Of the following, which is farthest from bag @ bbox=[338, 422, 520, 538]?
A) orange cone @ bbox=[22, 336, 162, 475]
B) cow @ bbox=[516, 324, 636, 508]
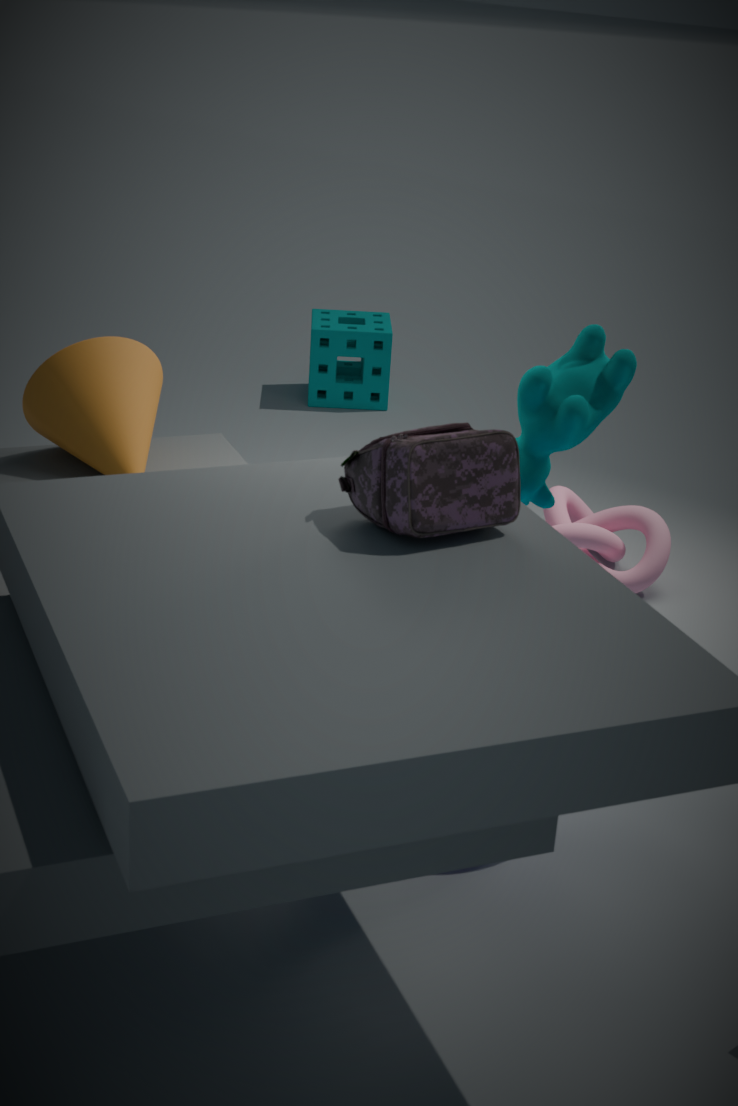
orange cone @ bbox=[22, 336, 162, 475]
